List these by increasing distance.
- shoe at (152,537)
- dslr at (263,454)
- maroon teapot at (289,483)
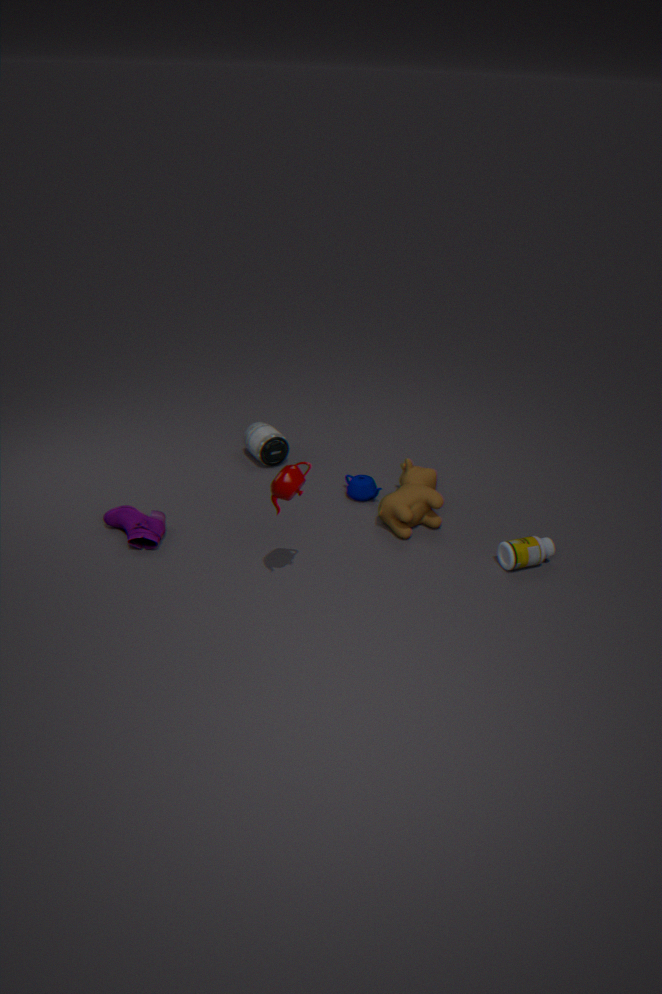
maroon teapot at (289,483) < shoe at (152,537) < dslr at (263,454)
